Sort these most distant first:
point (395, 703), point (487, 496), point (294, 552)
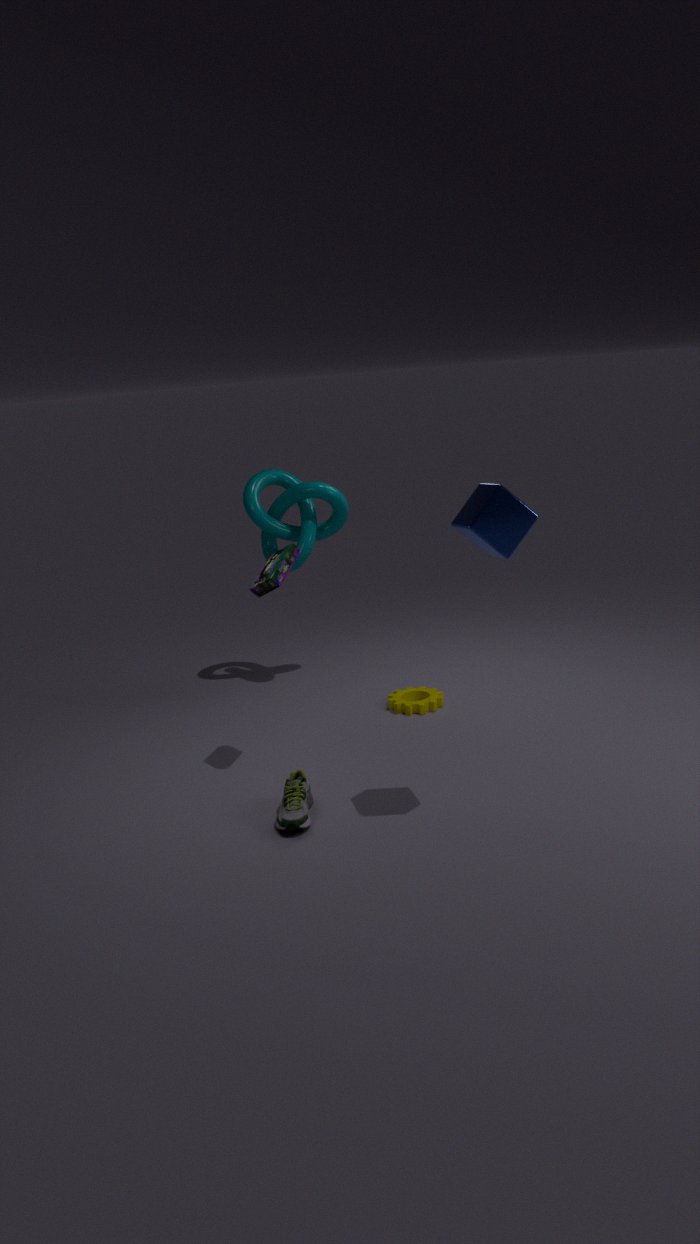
point (395, 703) → point (294, 552) → point (487, 496)
